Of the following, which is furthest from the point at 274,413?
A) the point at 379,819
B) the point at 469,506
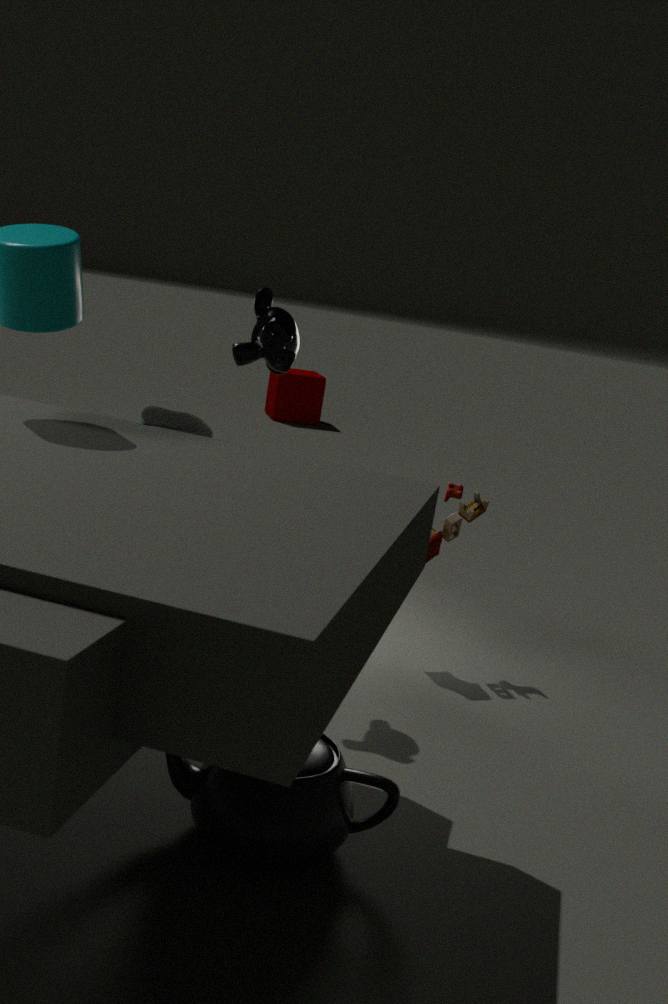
the point at 379,819
